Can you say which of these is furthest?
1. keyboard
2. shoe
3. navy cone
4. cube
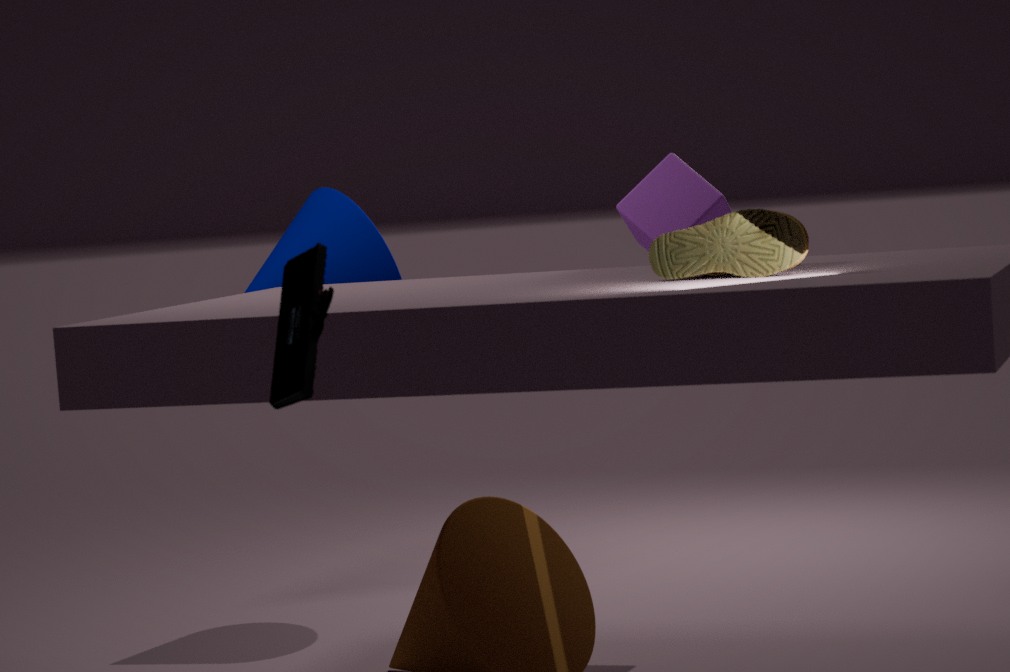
navy cone
